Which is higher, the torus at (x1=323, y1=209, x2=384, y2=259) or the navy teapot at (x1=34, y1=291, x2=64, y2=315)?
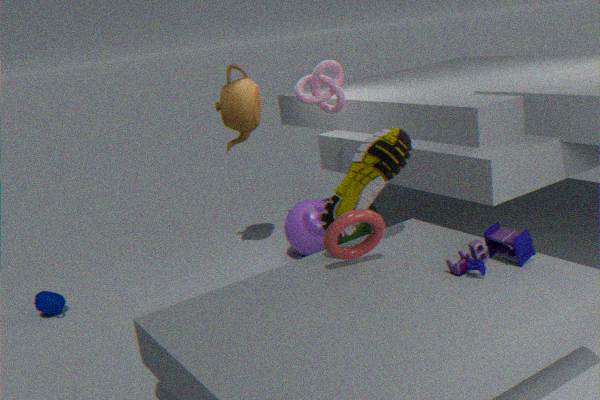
the torus at (x1=323, y1=209, x2=384, y2=259)
